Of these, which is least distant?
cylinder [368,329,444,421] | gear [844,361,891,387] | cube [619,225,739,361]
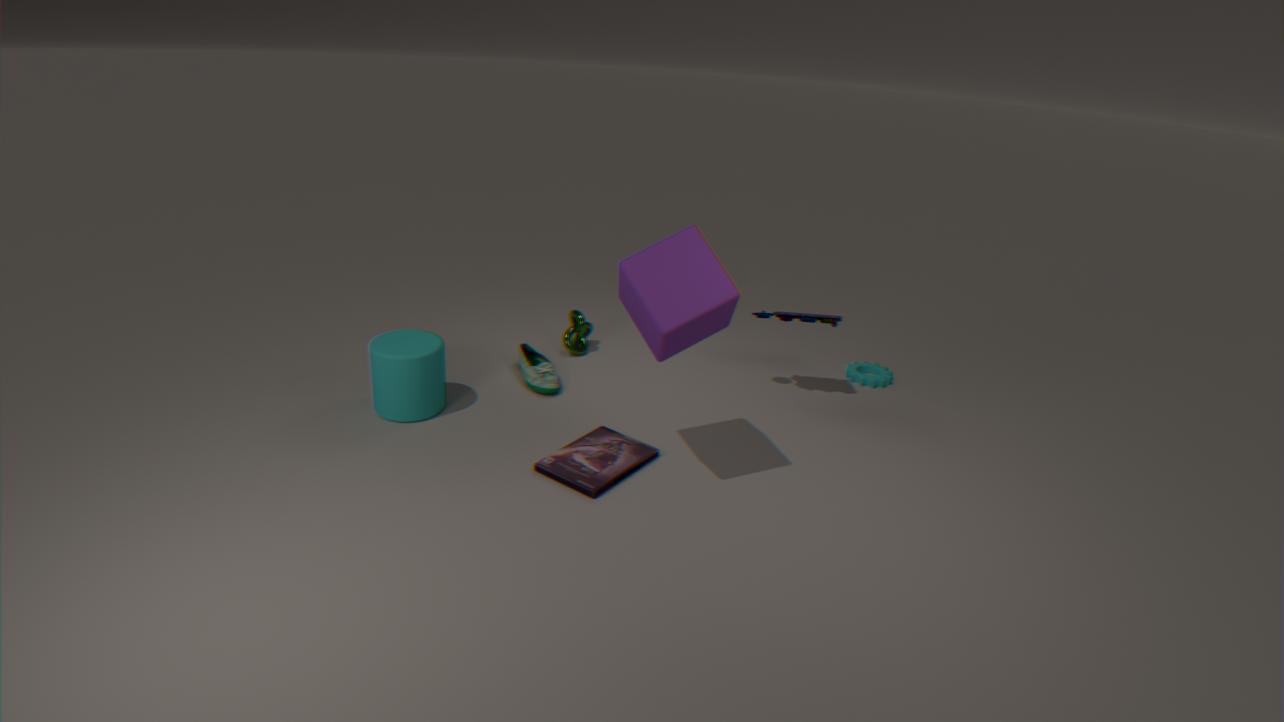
cube [619,225,739,361]
